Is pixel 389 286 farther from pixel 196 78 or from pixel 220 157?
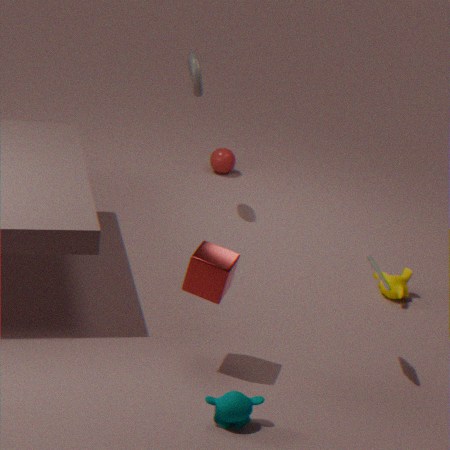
pixel 220 157
